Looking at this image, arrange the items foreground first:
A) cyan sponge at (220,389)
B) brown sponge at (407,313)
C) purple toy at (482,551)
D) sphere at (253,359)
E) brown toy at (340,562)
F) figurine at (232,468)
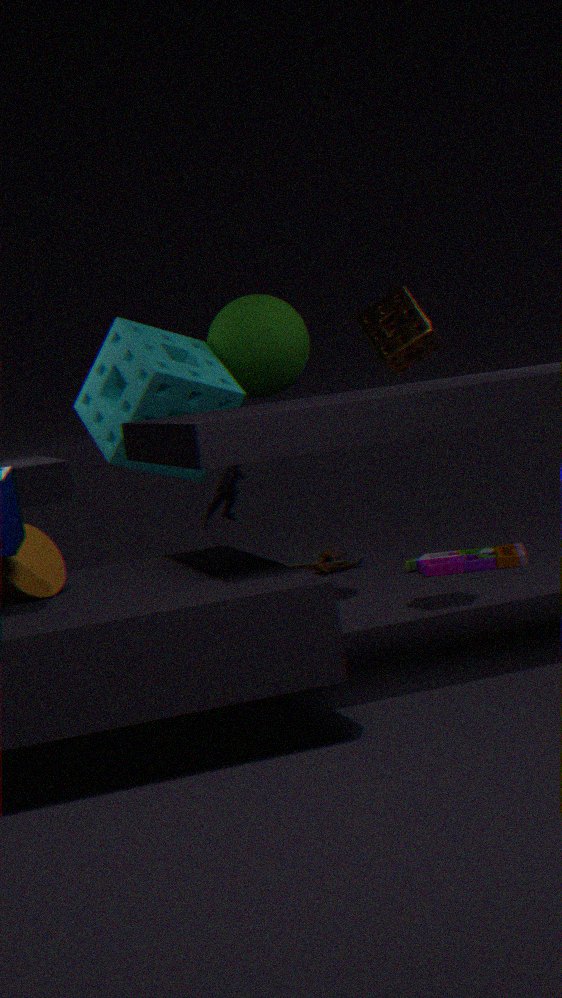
brown sponge at (407,313), cyan sponge at (220,389), figurine at (232,468), sphere at (253,359), purple toy at (482,551), brown toy at (340,562)
